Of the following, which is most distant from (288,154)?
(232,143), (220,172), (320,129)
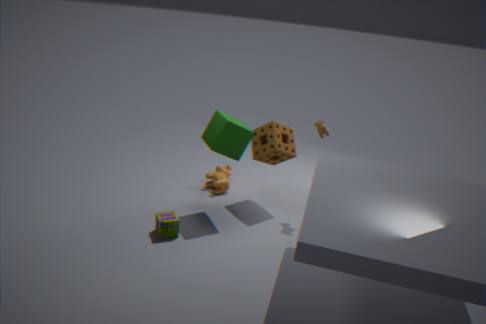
(220,172)
